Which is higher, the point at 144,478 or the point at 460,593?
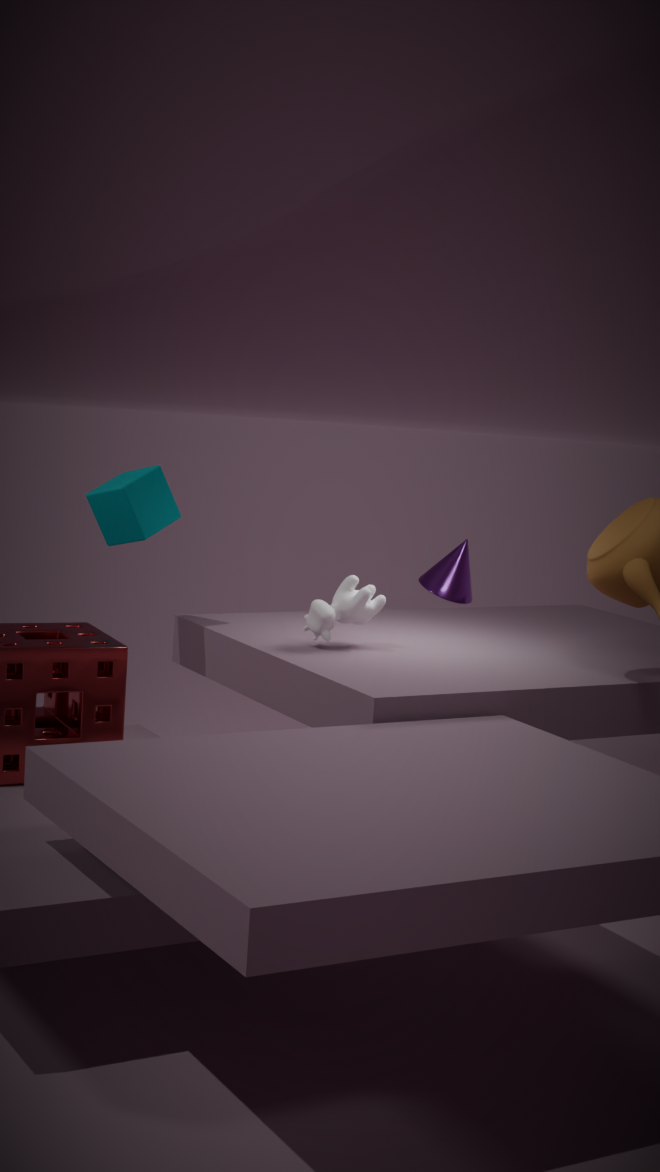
the point at 144,478
